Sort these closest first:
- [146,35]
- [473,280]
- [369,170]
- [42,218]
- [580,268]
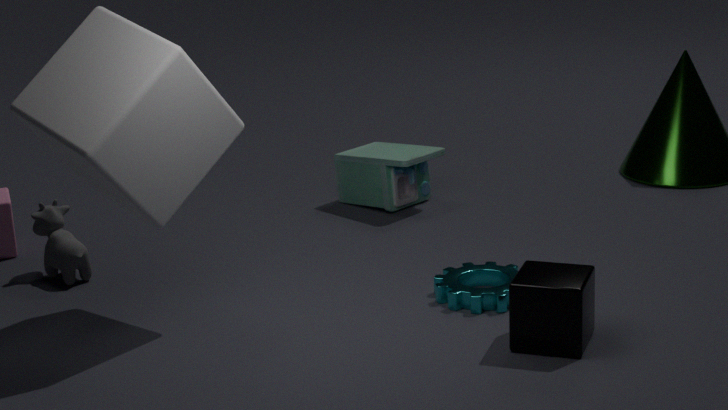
[146,35] < [580,268] < [473,280] < [42,218] < [369,170]
